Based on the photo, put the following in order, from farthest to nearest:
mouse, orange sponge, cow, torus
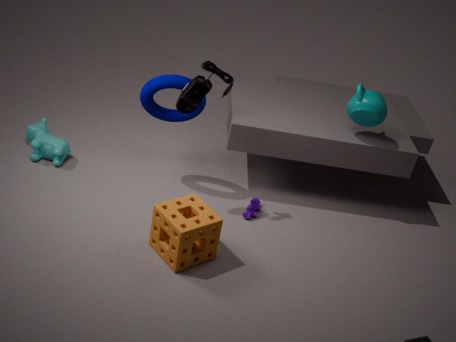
1. cow
2. torus
3. mouse
4. orange sponge
